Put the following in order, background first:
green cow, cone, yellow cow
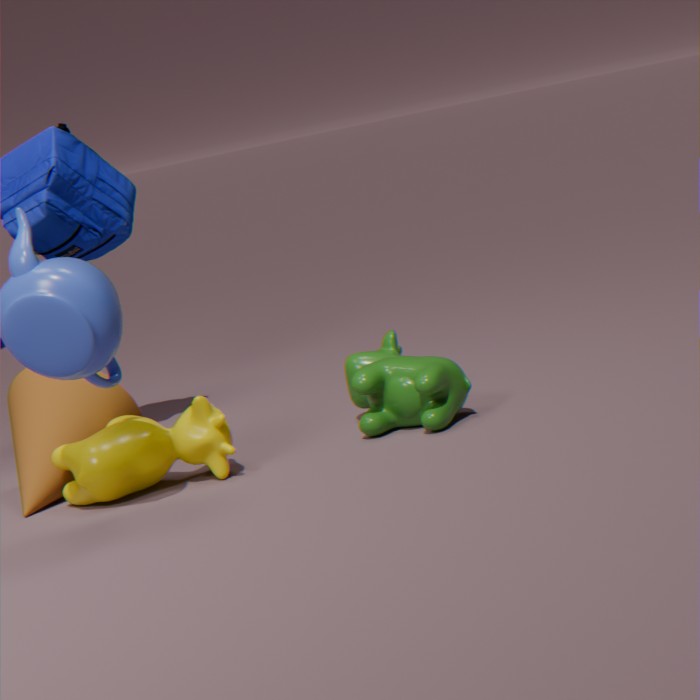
cone
green cow
yellow cow
